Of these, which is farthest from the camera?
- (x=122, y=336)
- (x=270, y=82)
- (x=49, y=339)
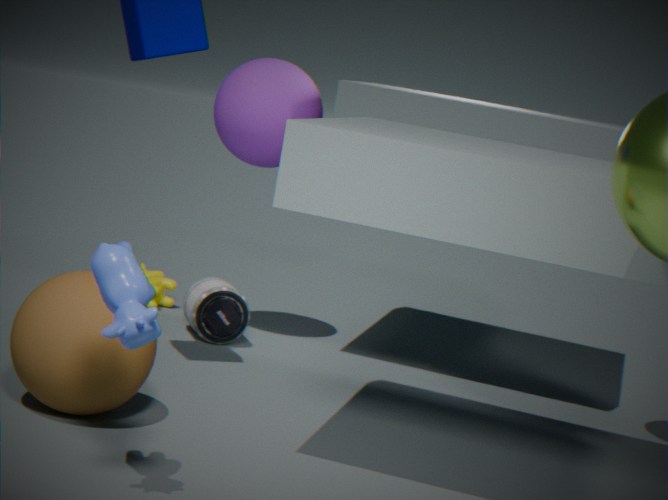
(x=270, y=82)
